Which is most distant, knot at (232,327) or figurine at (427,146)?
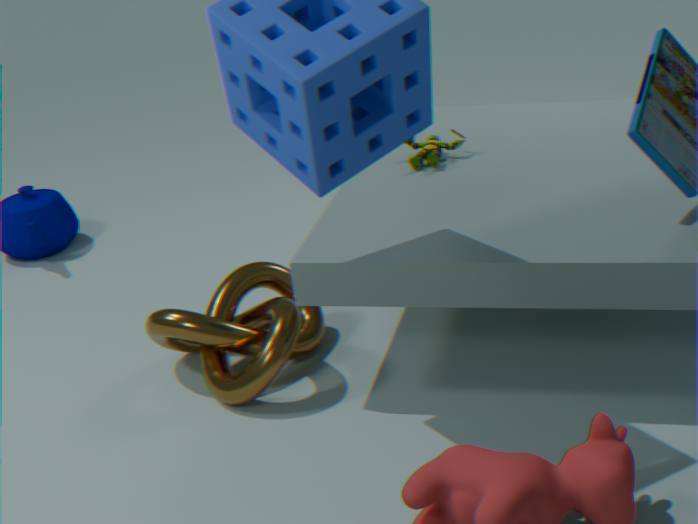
figurine at (427,146)
